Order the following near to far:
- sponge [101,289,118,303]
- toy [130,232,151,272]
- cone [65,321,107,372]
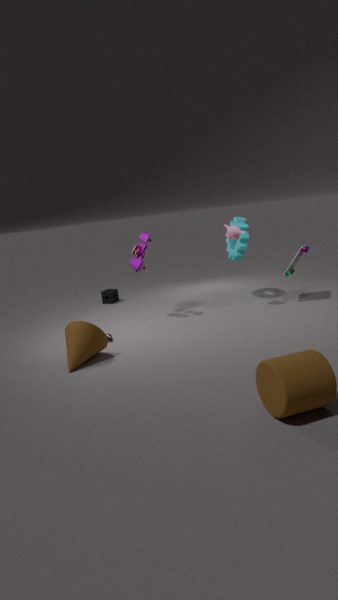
cone [65,321,107,372] → toy [130,232,151,272] → sponge [101,289,118,303]
